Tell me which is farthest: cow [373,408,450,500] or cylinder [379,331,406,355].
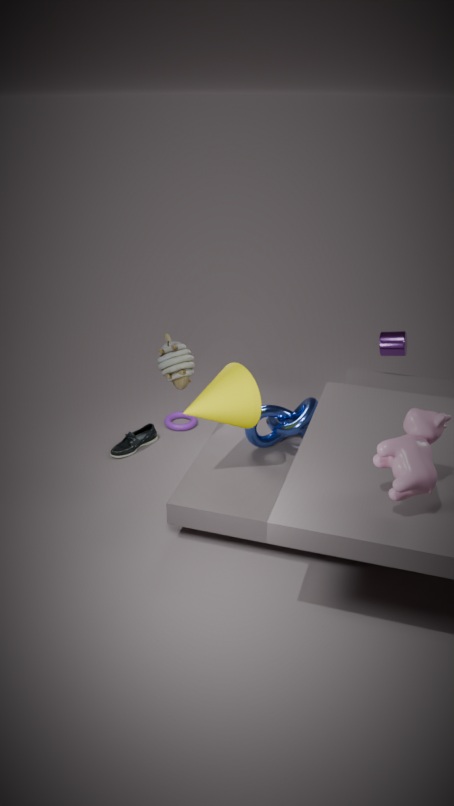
cylinder [379,331,406,355]
